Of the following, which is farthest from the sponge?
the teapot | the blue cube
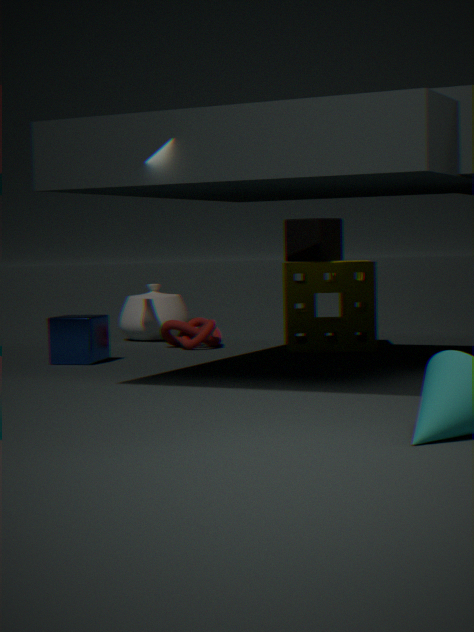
the blue cube
